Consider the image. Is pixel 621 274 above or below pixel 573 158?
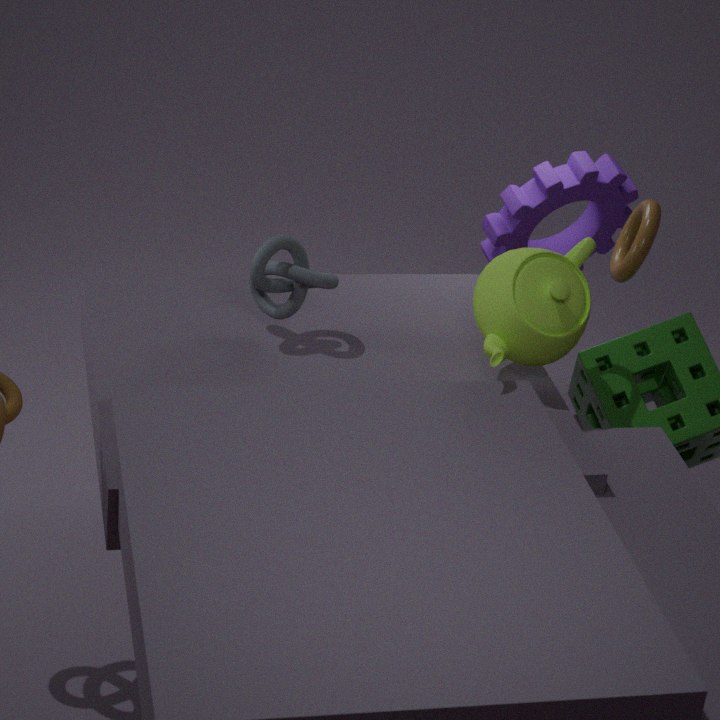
above
